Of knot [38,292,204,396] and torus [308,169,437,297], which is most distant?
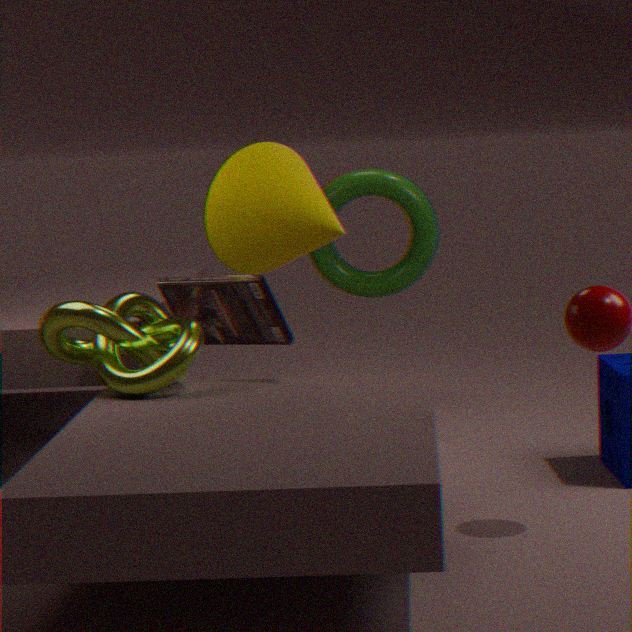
torus [308,169,437,297]
